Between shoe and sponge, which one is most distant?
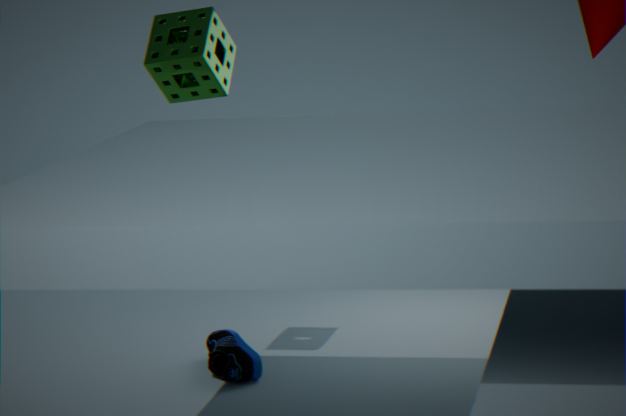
shoe
